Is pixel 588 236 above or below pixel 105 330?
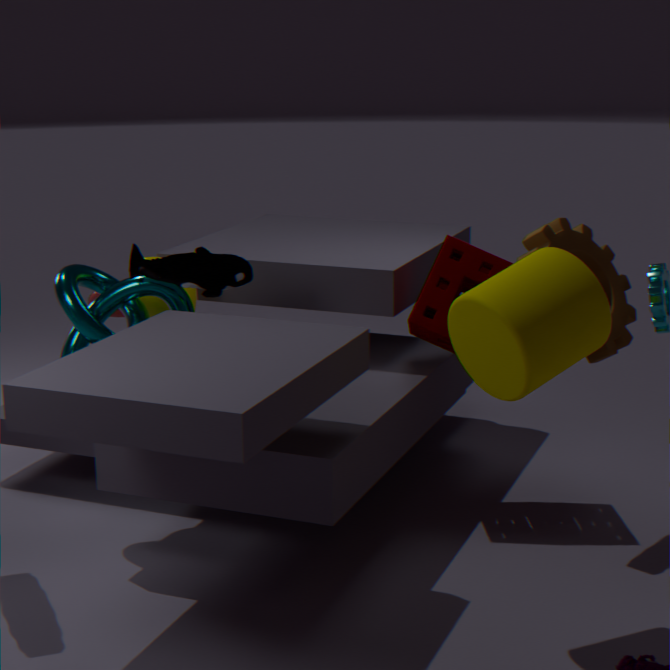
above
